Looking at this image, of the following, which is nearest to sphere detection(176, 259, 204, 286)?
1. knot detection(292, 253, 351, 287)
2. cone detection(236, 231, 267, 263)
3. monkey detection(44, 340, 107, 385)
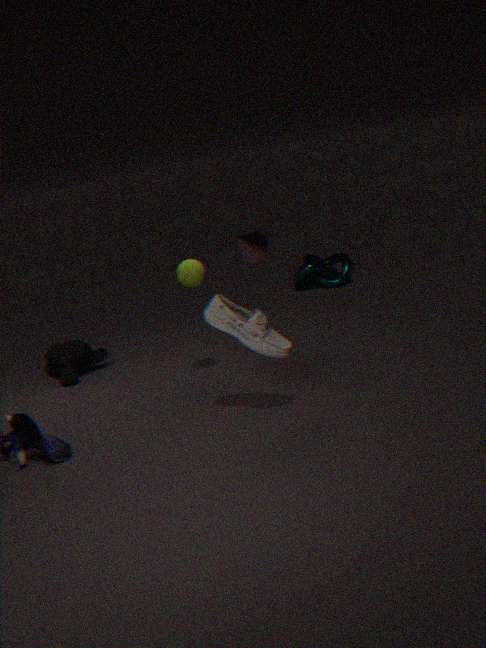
cone detection(236, 231, 267, 263)
